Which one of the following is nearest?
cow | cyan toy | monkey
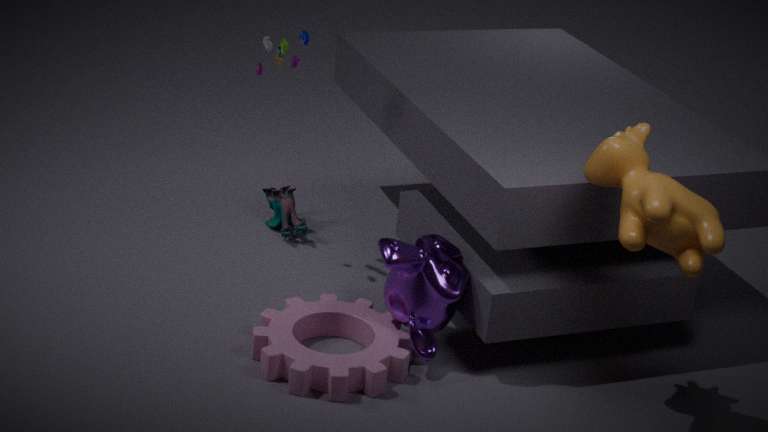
cow
